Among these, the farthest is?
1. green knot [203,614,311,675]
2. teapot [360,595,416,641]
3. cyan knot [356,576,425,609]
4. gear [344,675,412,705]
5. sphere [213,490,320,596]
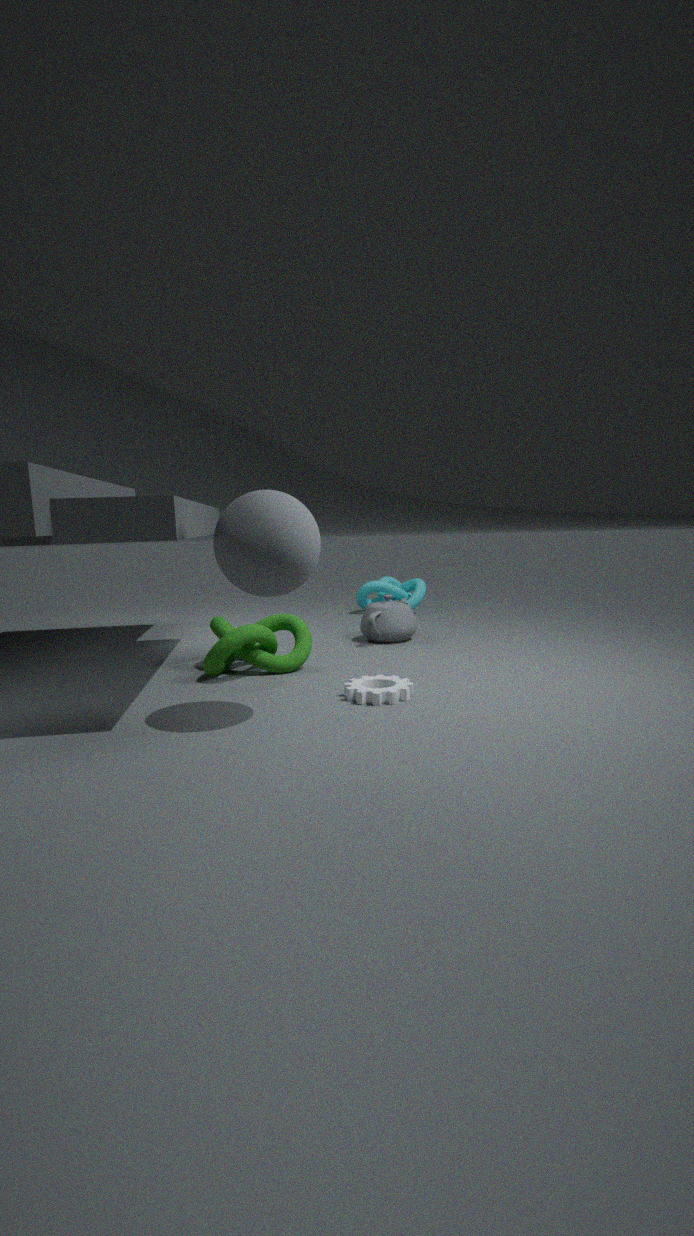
cyan knot [356,576,425,609]
